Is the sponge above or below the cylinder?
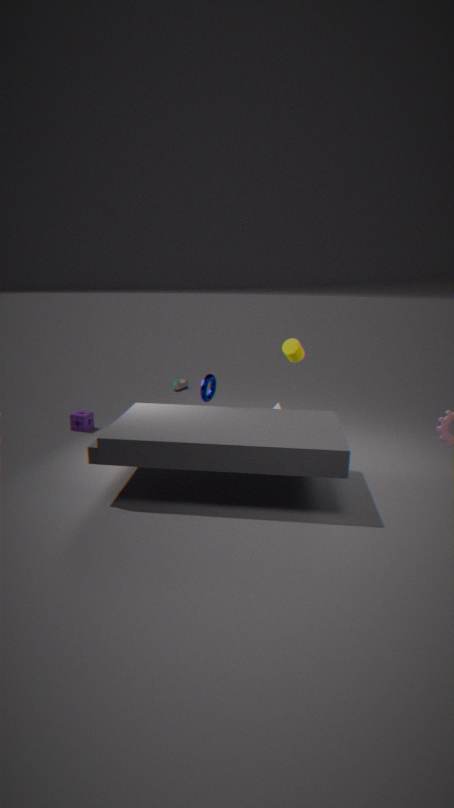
below
